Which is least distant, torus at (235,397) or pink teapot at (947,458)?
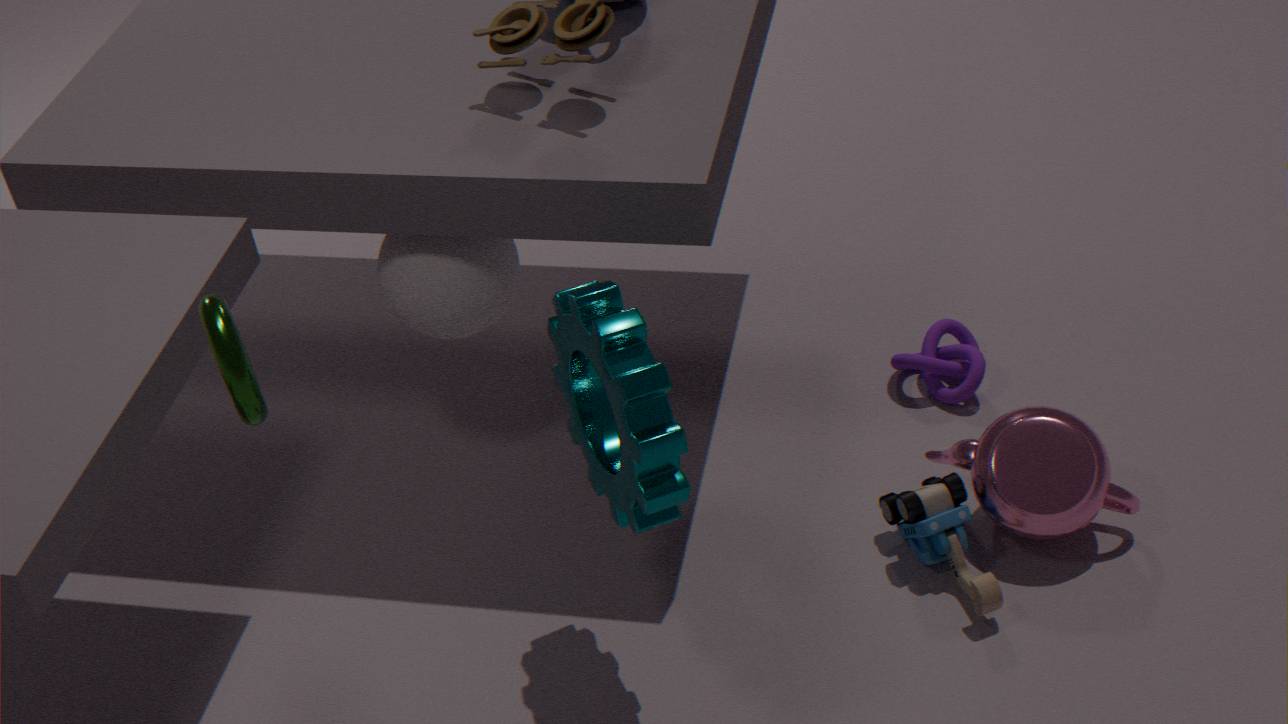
torus at (235,397)
